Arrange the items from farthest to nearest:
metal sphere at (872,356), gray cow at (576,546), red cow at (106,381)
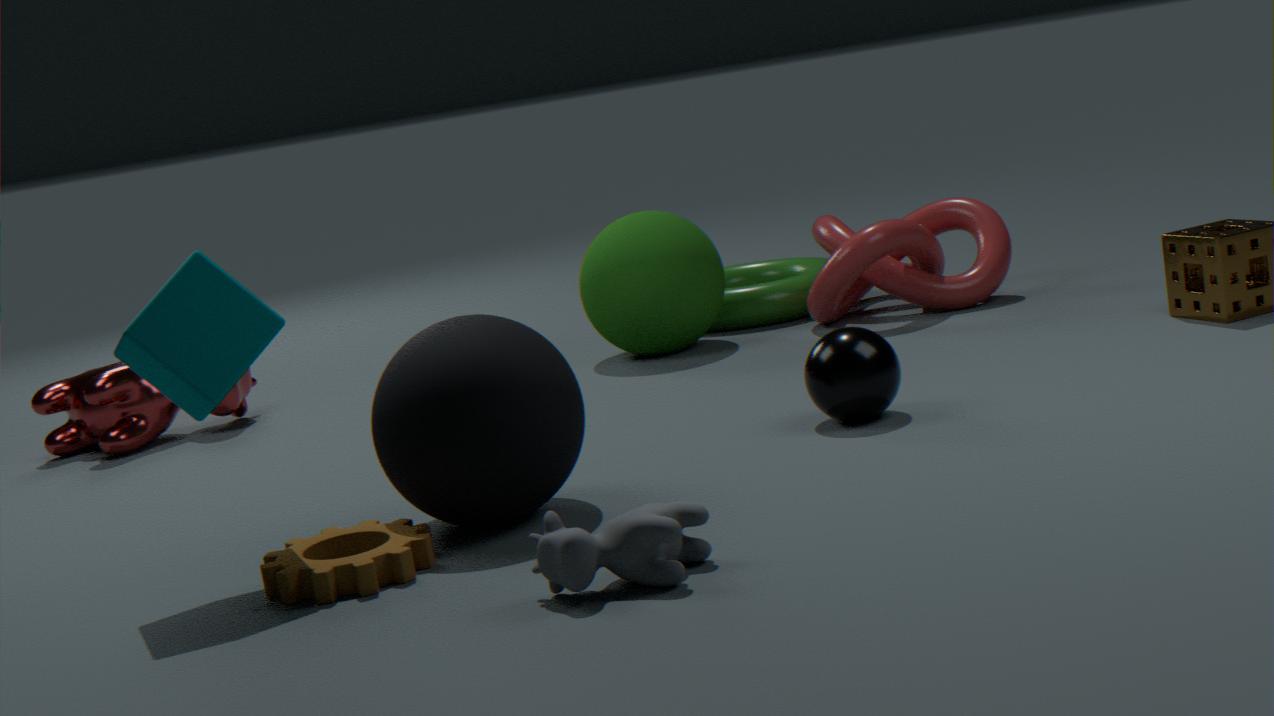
1. red cow at (106,381)
2. metal sphere at (872,356)
3. gray cow at (576,546)
